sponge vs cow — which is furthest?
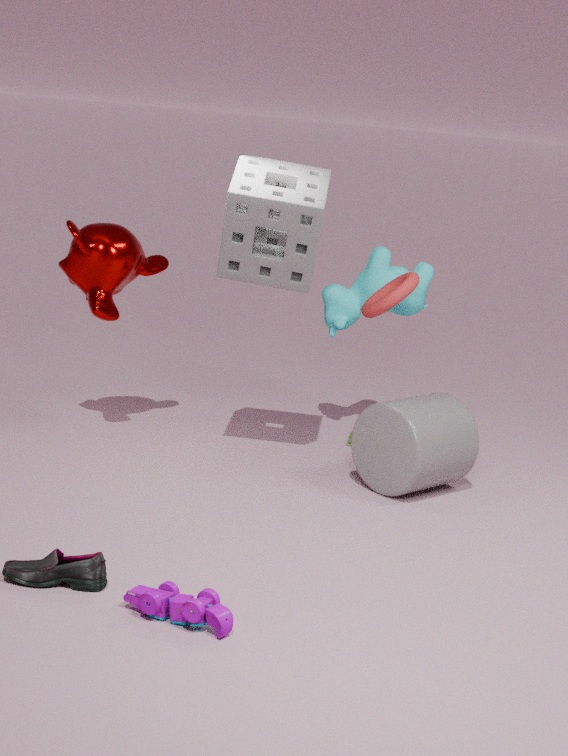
cow
